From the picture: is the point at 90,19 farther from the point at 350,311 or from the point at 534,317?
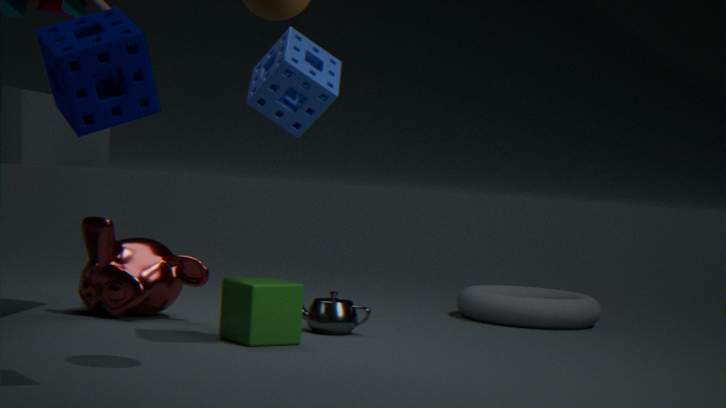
the point at 534,317
